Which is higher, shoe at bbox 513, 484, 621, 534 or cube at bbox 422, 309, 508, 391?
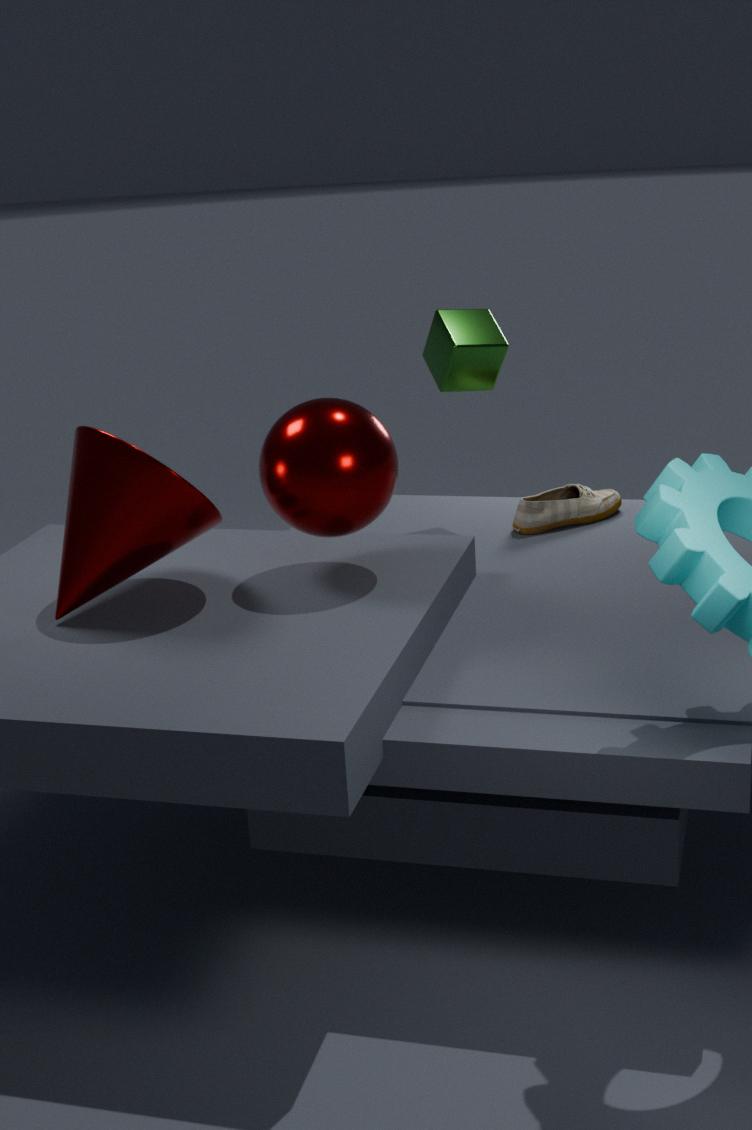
cube at bbox 422, 309, 508, 391
